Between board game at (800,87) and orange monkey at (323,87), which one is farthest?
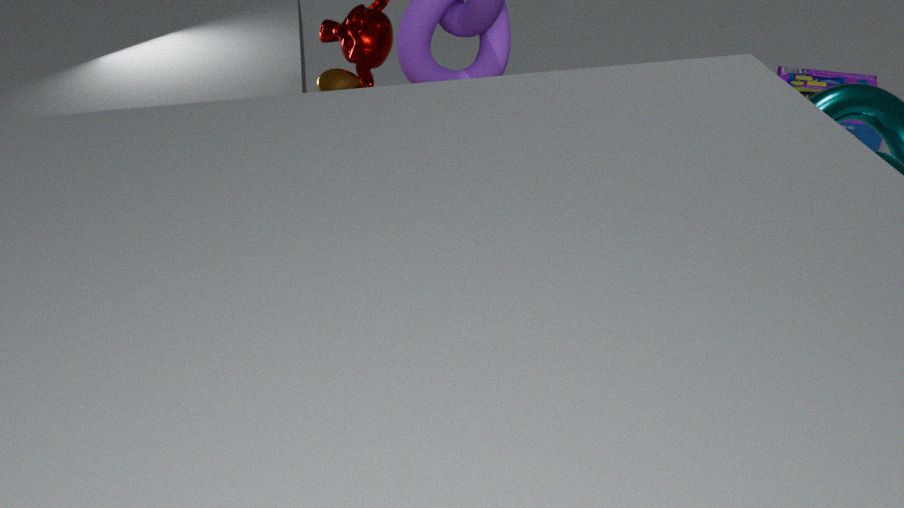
board game at (800,87)
